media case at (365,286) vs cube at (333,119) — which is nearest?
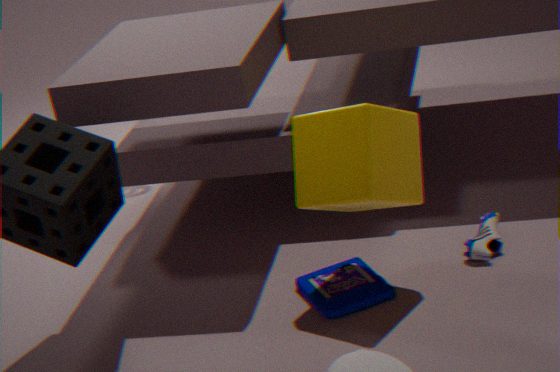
cube at (333,119)
